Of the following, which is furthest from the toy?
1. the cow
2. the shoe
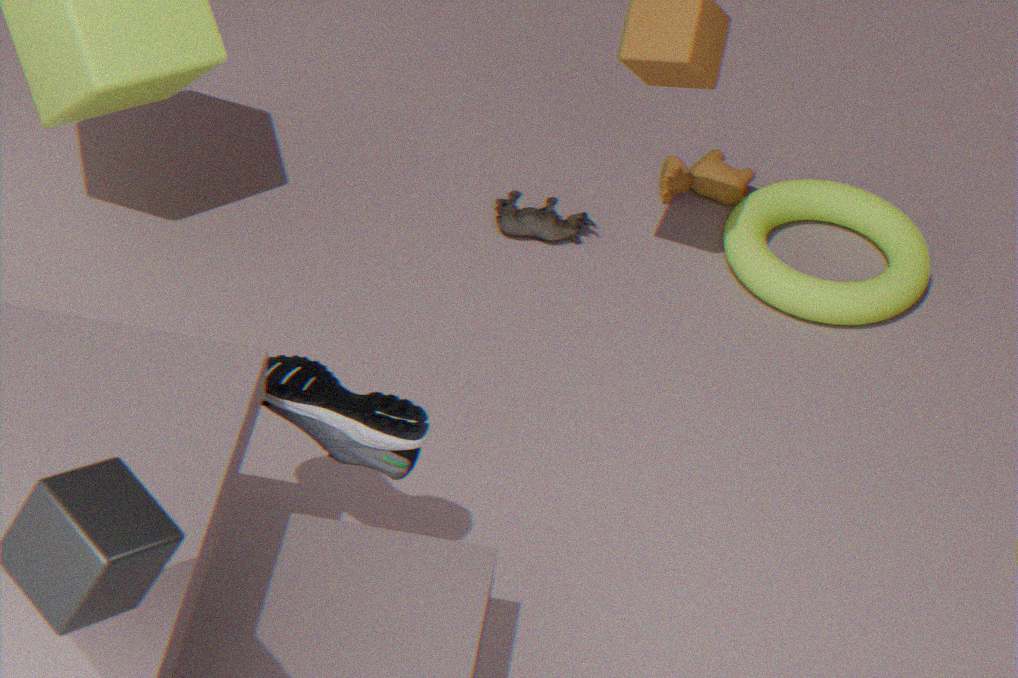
the shoe
